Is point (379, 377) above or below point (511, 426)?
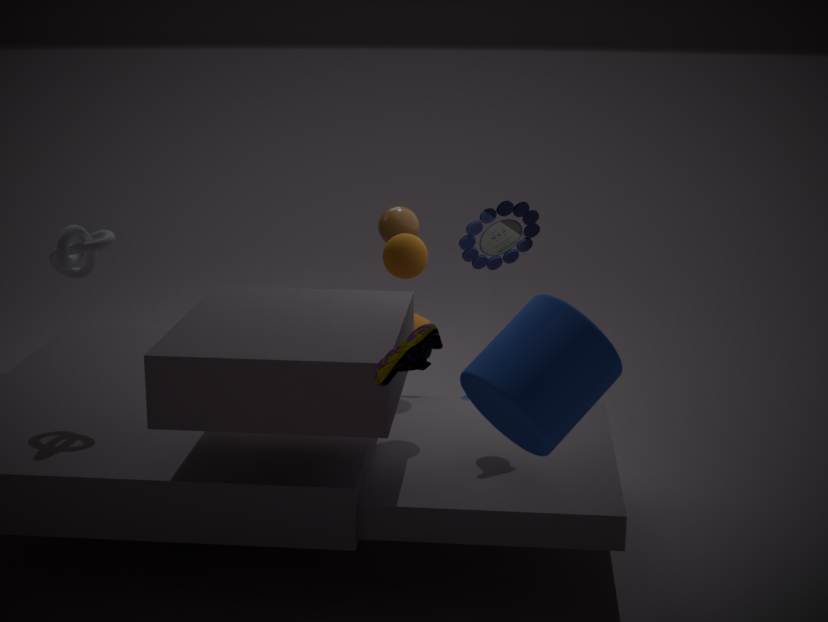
above
